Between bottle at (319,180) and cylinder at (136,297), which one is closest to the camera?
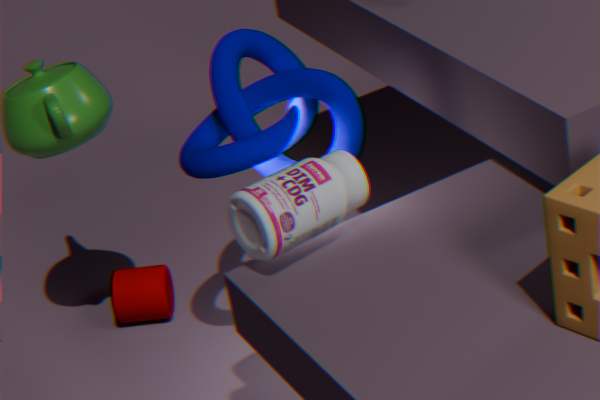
bottle at (319,180)
